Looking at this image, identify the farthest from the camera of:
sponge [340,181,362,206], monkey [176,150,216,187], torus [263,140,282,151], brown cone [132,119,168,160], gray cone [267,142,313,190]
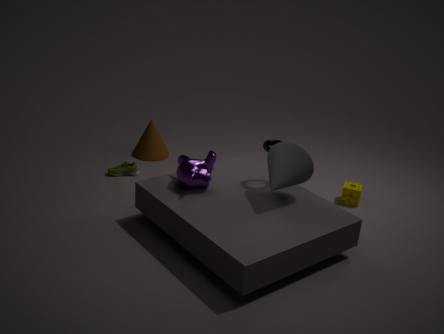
brown cone [132,119,168,160]
